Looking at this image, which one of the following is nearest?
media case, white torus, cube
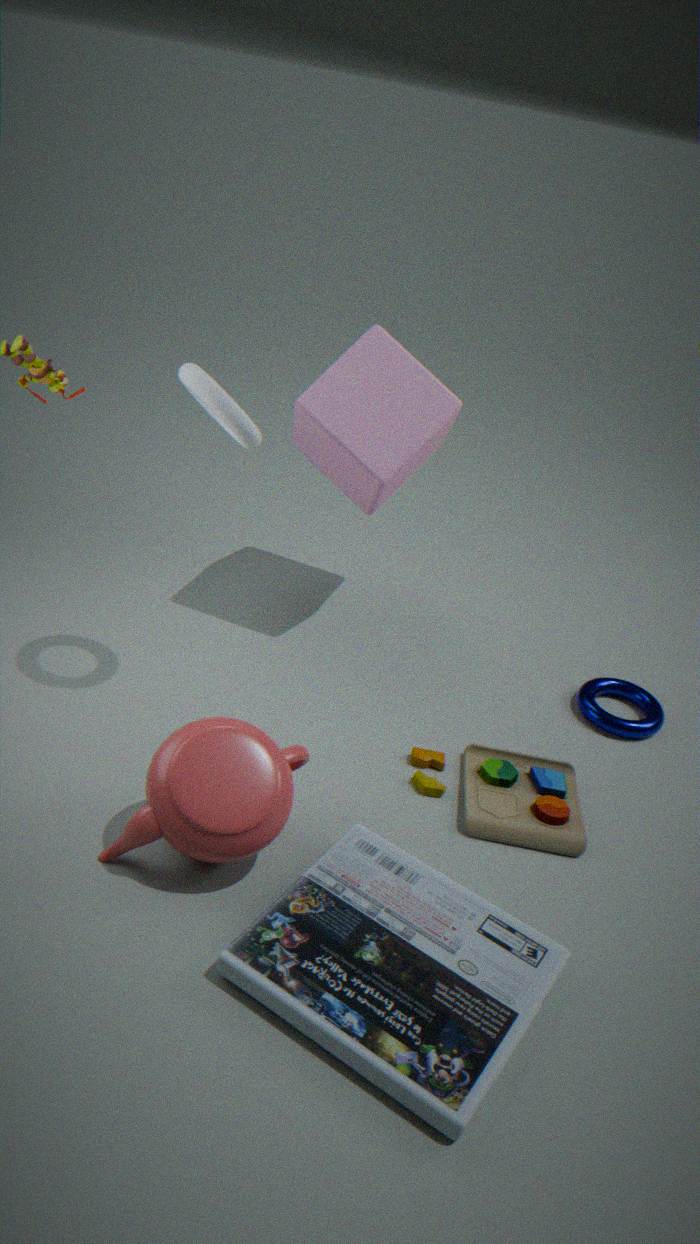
media case
